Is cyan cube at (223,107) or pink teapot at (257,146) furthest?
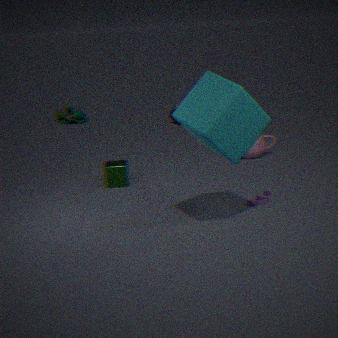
pink teapot at (257,146)
